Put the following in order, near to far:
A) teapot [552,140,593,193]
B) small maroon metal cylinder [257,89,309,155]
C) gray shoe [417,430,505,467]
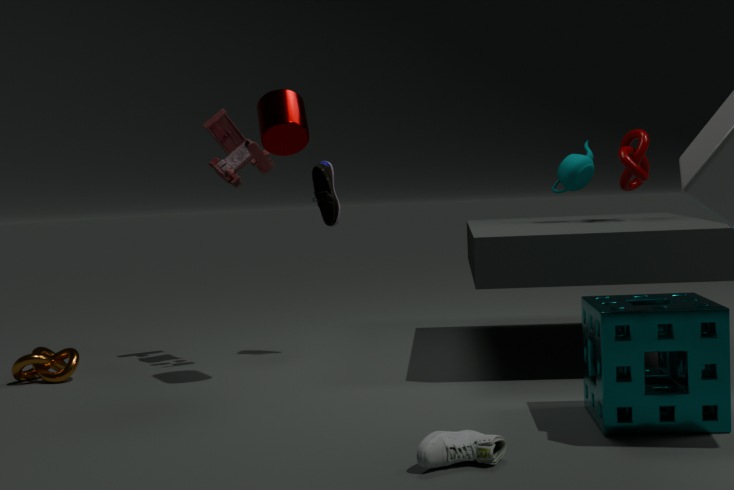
gray shoe [417,430,505,467] → small maroon metal cylinder [257,89,309,155] → teapot [552,140,593,193]
